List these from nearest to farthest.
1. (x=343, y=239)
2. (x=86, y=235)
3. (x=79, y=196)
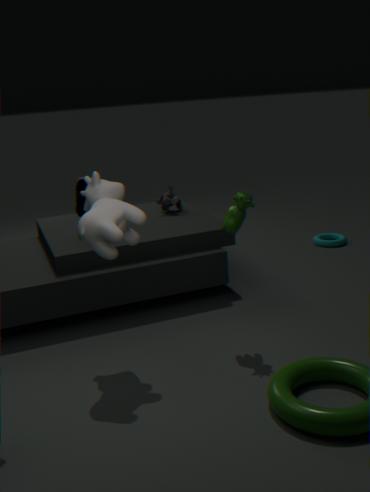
(x=86, y=235) → (x=79, y=196) → (x=343, y=239)
